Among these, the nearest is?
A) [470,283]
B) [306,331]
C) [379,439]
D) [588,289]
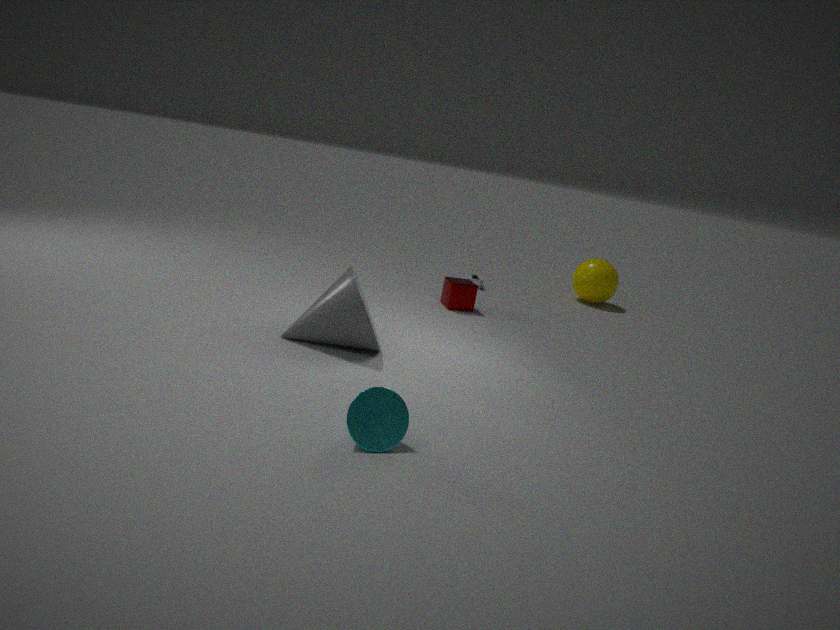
[379,439]
